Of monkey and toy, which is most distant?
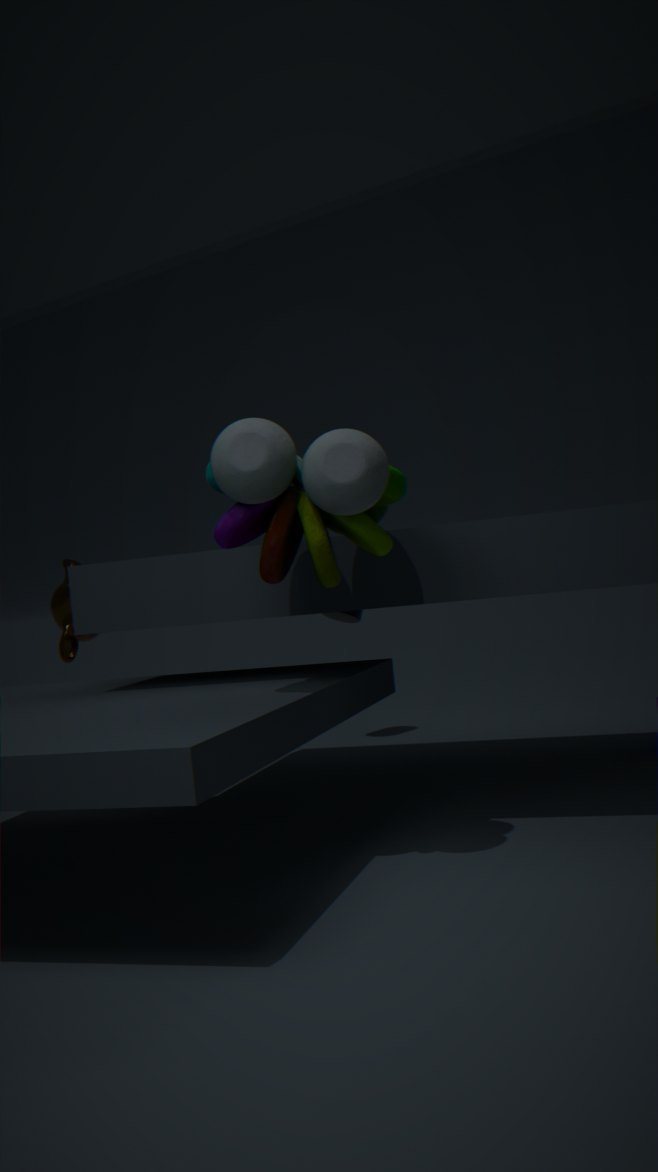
monkey
